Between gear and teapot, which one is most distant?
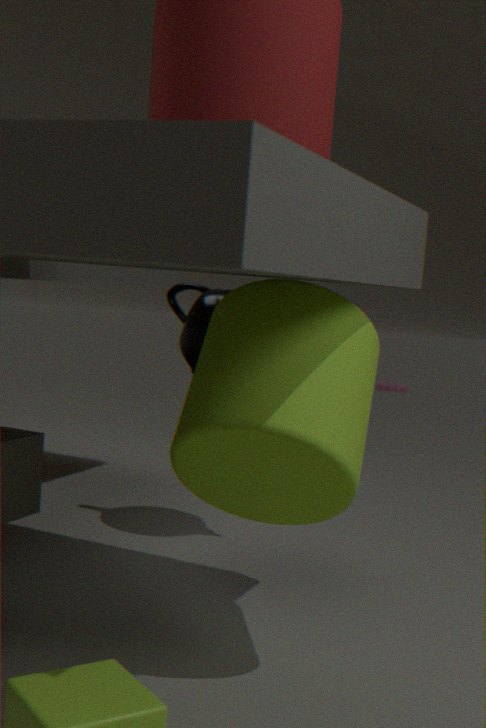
gear
